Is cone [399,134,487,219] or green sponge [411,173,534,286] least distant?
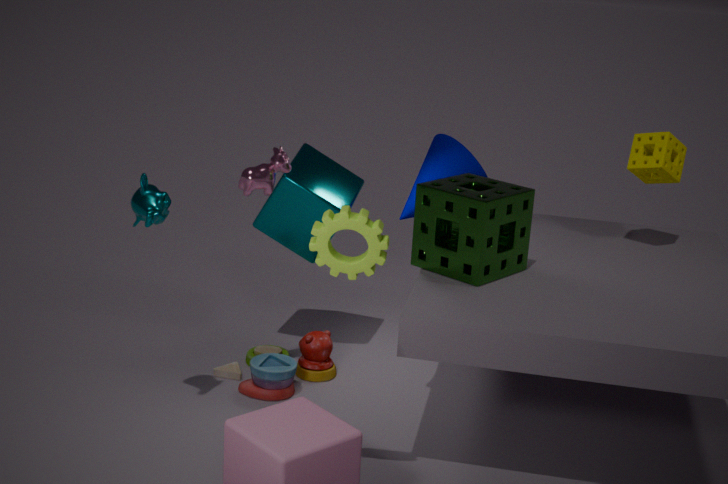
green sponge [411,173,534,286]
